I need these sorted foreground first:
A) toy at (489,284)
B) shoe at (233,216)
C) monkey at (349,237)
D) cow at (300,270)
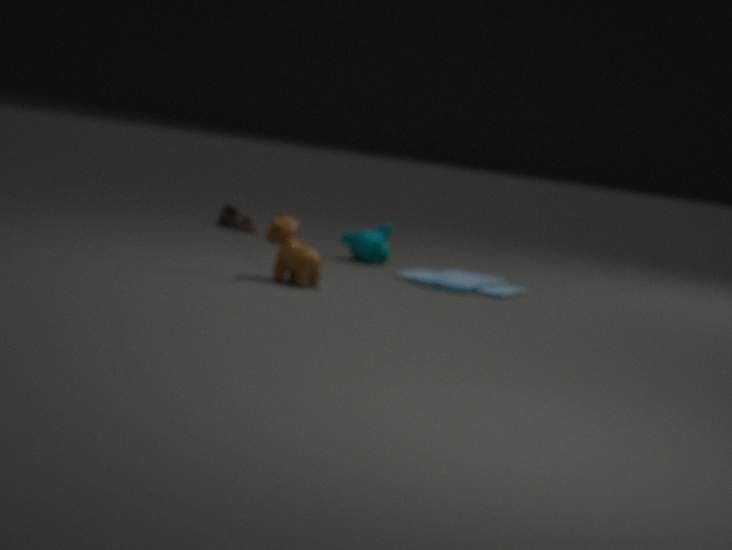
cow at (300,270) < toy at (489,284) < monkey at (349,237) < shoe at (233,216)
